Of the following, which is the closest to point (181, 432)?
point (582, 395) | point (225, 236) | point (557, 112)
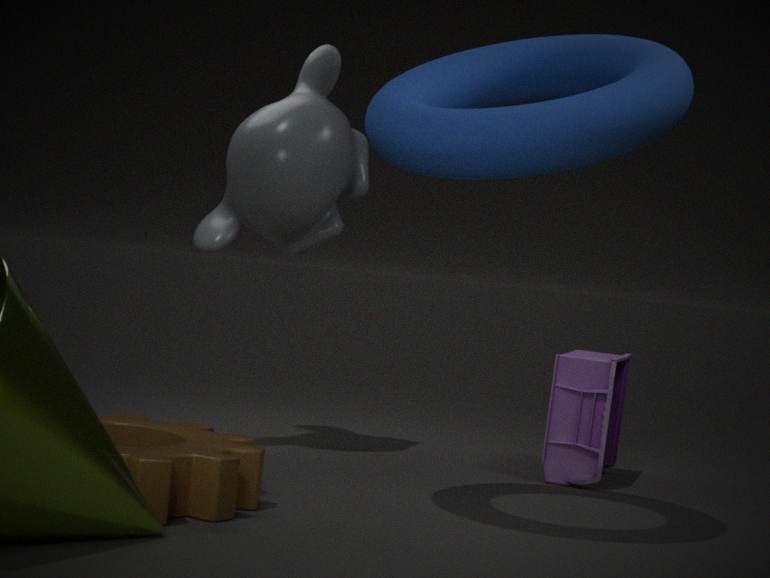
point (225, 236)
